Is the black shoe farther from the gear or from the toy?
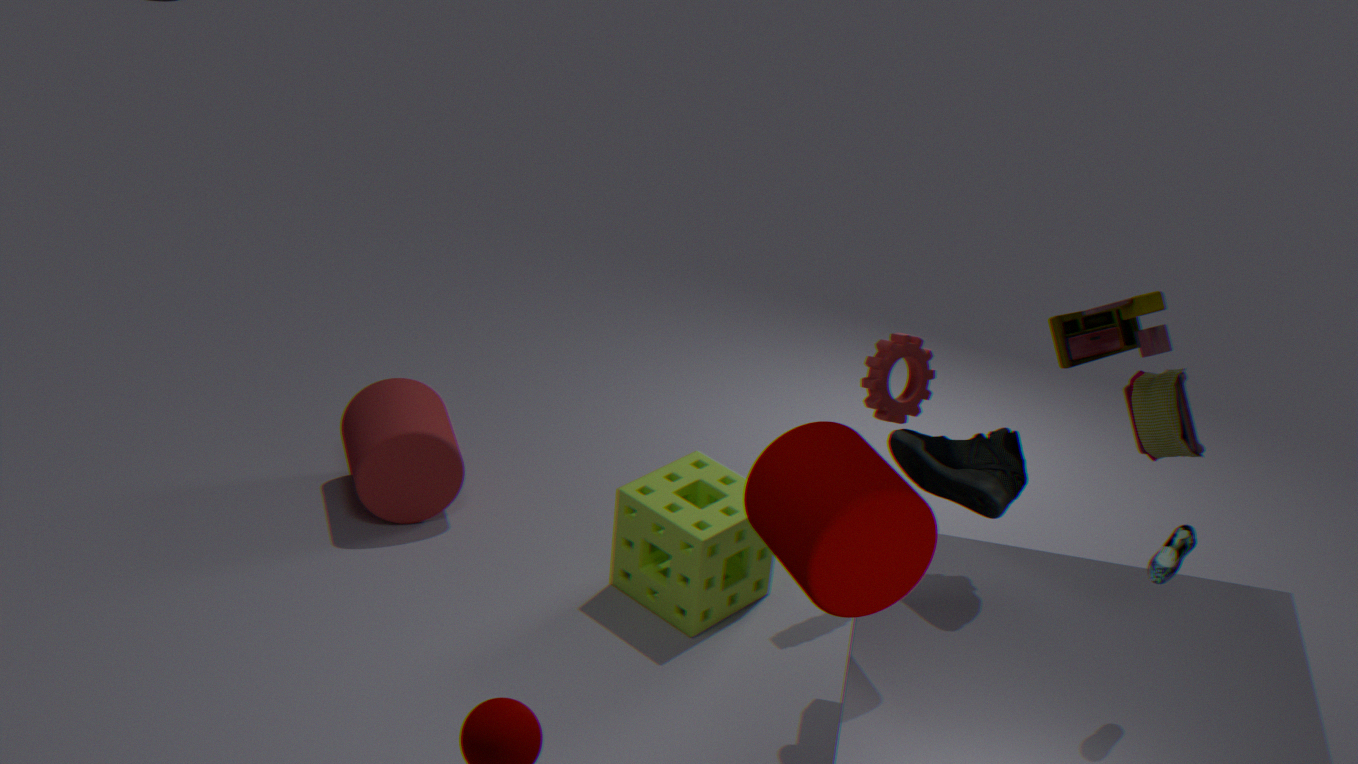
the toy
